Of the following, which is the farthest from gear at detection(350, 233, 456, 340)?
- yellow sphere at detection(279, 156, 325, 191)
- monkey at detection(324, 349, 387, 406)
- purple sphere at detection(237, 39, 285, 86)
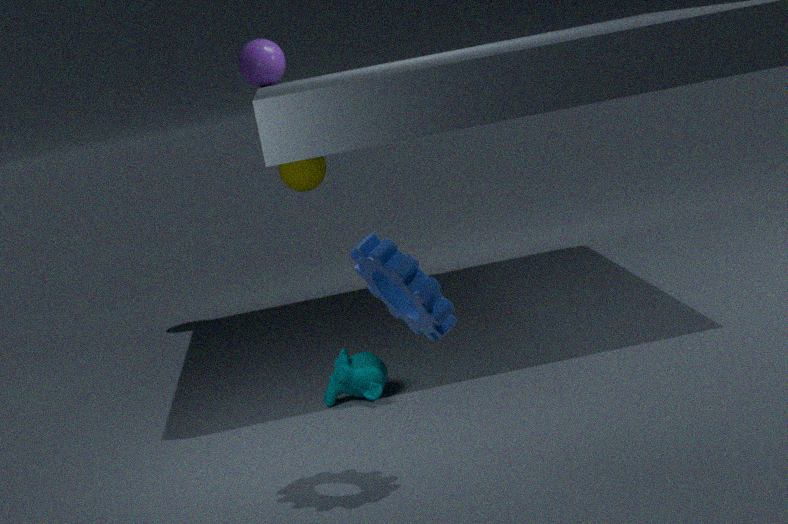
purple sphere at detection(237, 39, 285, 86)
